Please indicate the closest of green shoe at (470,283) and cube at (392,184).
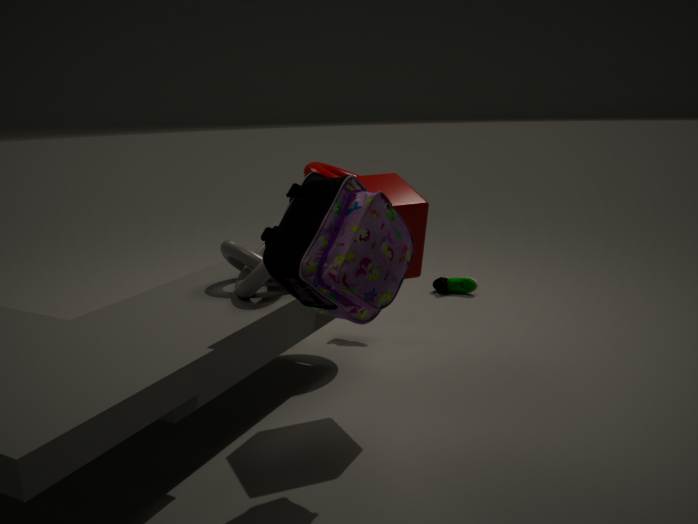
cube at (392,184)
